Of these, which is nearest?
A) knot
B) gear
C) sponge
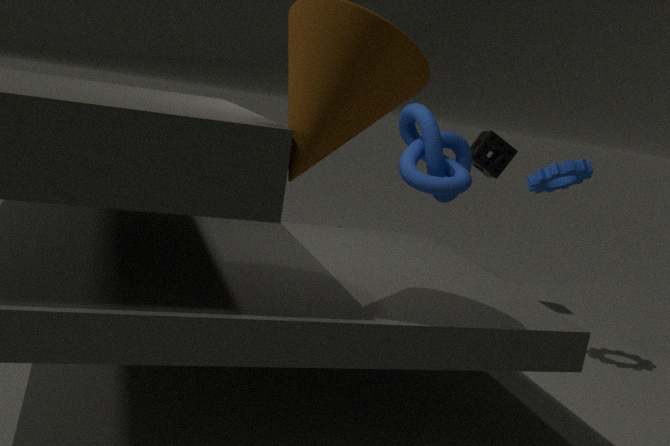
B. gear
